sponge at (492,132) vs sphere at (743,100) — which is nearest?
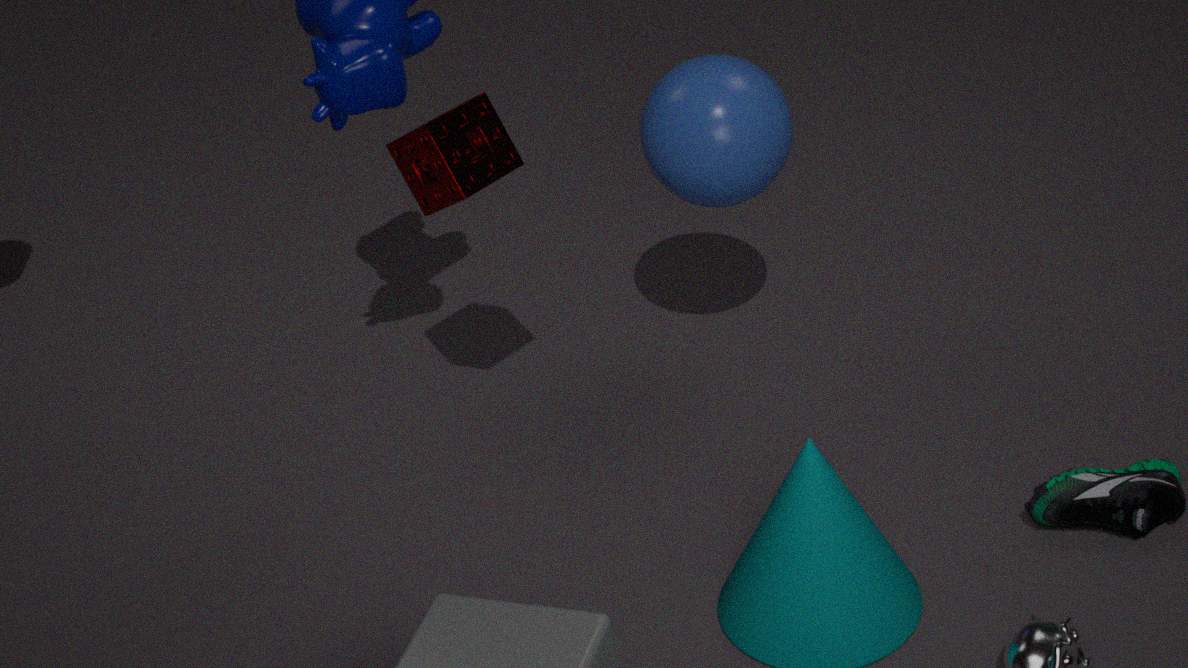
sponge at (492,132)
